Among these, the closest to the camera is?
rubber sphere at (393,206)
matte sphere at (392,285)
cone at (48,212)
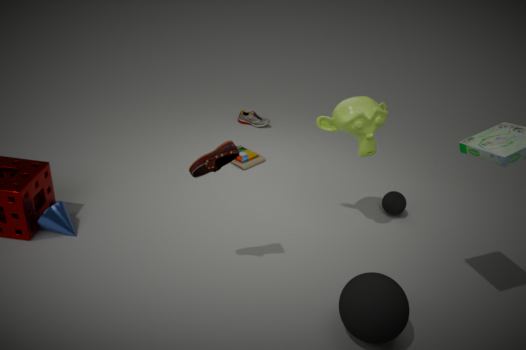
matte sphere at (392,285)
